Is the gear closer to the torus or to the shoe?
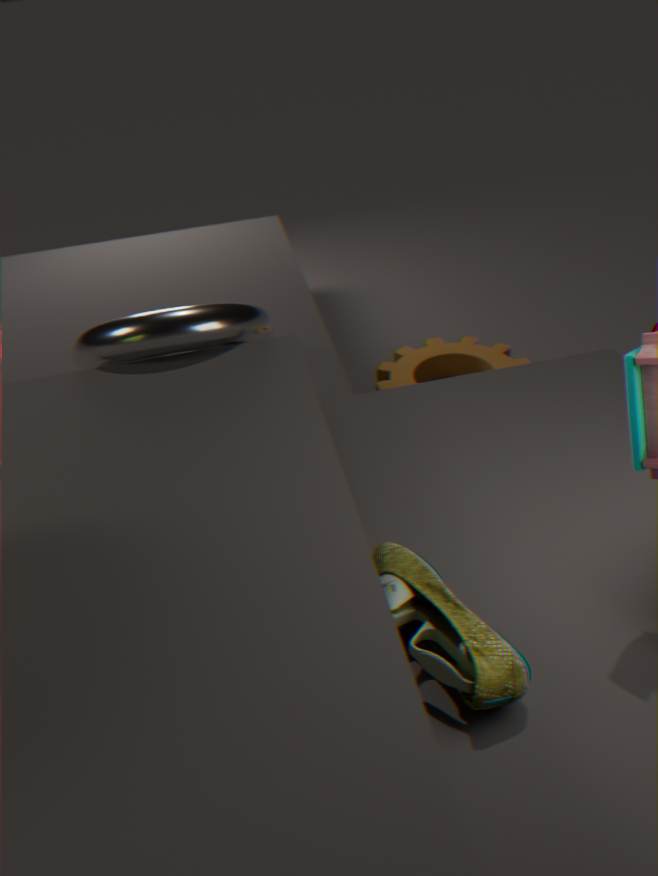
the torus
